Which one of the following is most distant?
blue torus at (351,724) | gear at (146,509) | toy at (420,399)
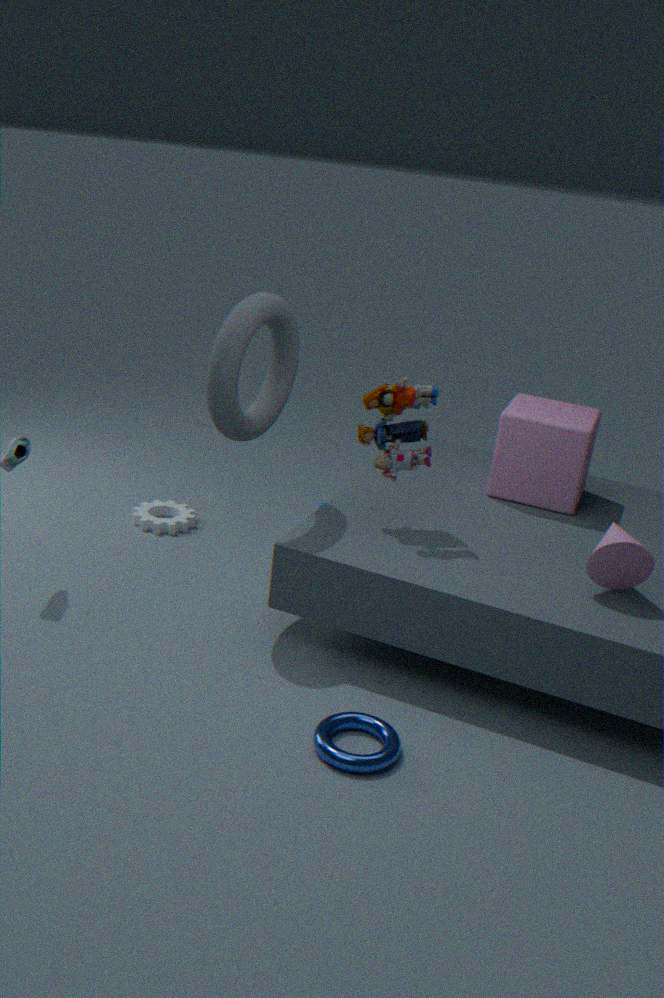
gear at (146,509)
